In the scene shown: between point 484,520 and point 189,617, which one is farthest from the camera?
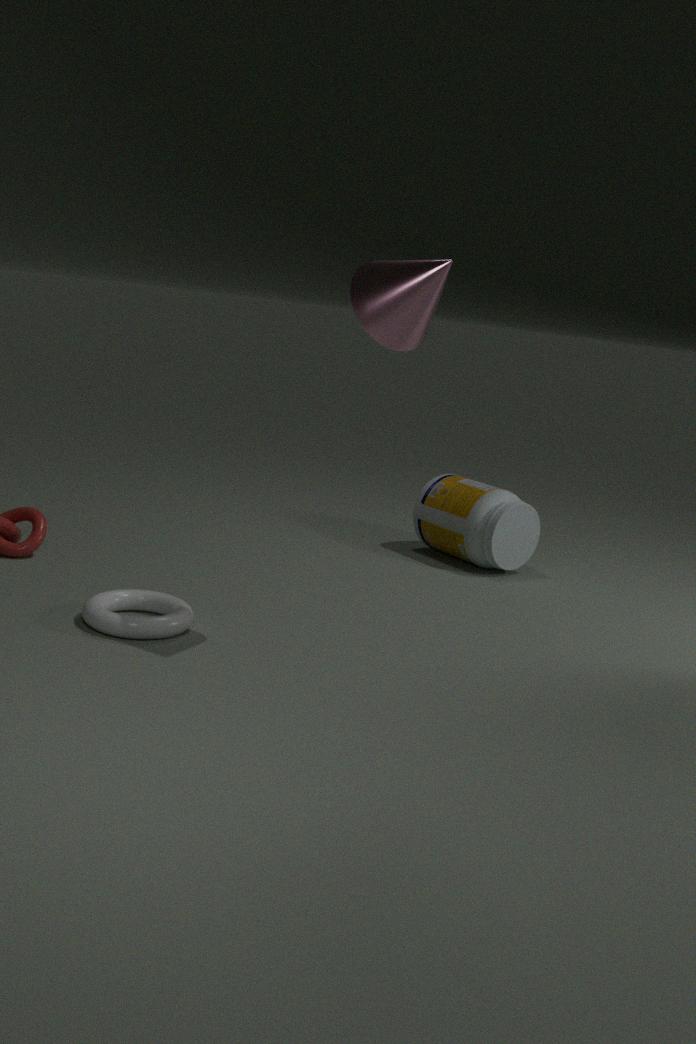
point 484,520
